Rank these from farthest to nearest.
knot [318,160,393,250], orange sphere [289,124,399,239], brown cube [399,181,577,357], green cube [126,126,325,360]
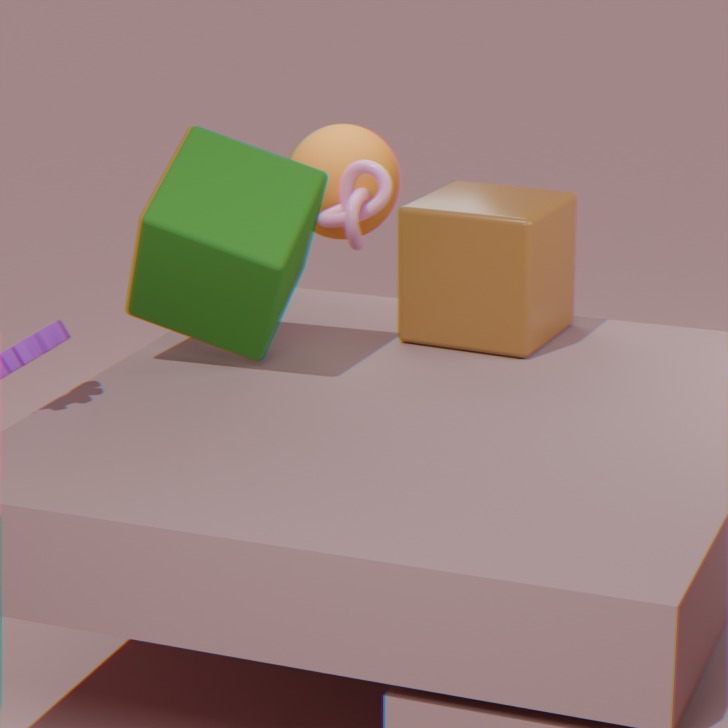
1. orange sphere [289,124,399,239]
2. knot [318,160,393,250]
3. brown cube [399,181,577,357]
4. green cube [126,126,325,360]
